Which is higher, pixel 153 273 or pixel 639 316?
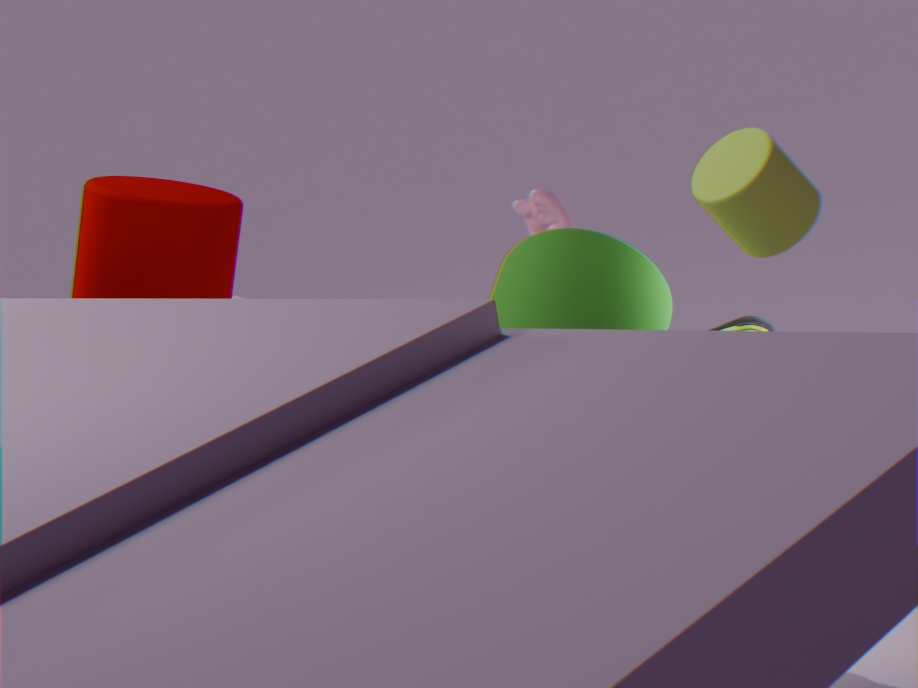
pixel 153 273
